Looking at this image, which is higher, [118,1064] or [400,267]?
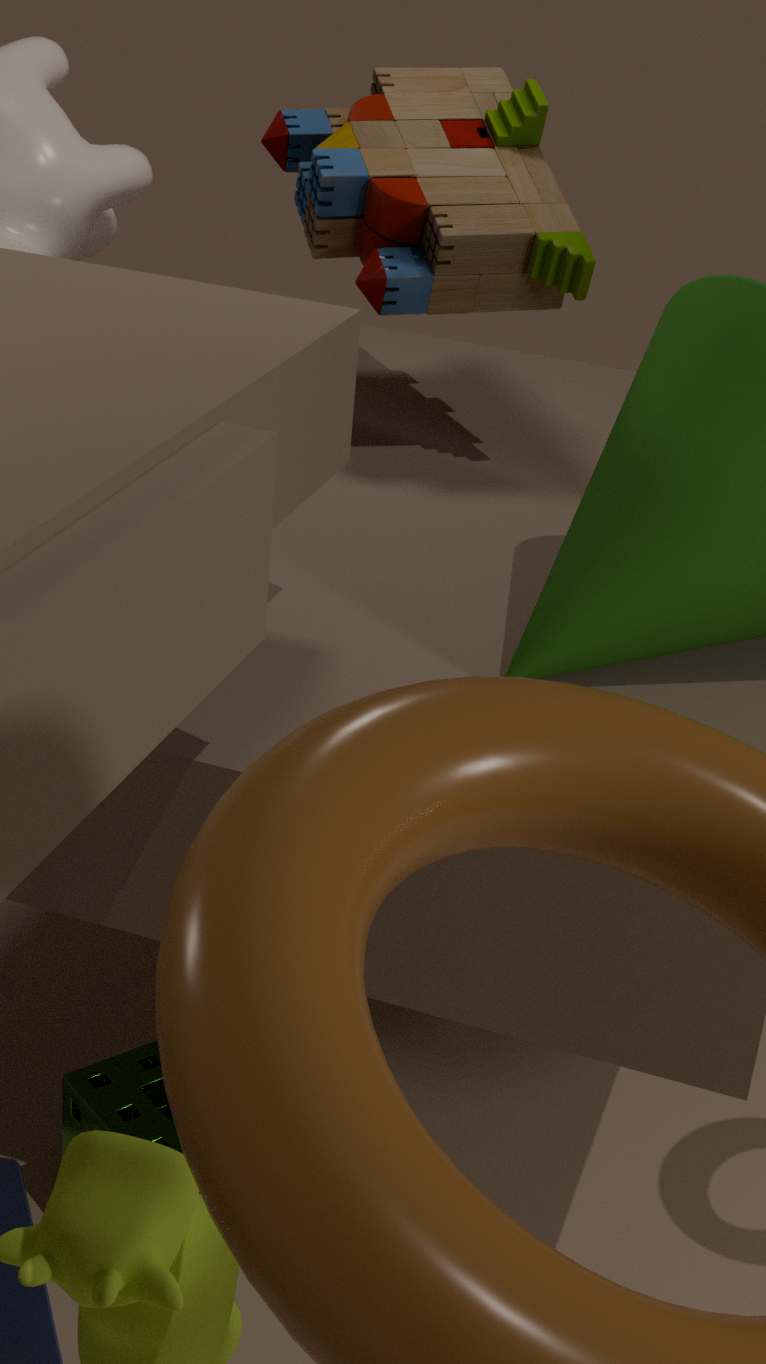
[400,267]
